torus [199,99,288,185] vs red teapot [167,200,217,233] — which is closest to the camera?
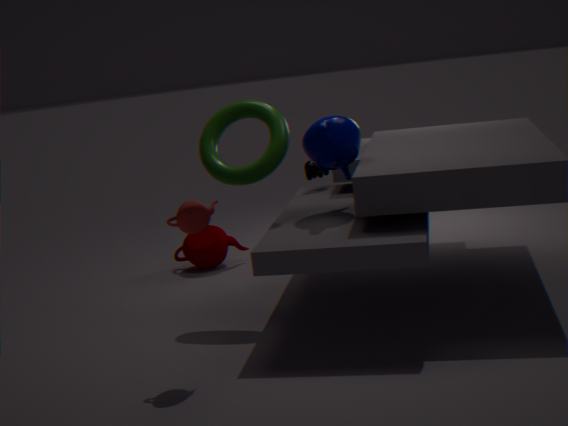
red teapot [167,200,217,233]
